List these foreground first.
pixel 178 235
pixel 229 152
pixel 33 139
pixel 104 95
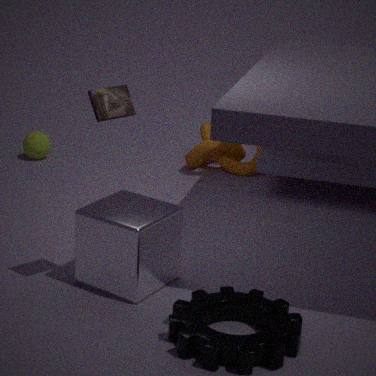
pixel 104 95 → pixel 178 235 → pixel 229 152 → pixel 33 139
